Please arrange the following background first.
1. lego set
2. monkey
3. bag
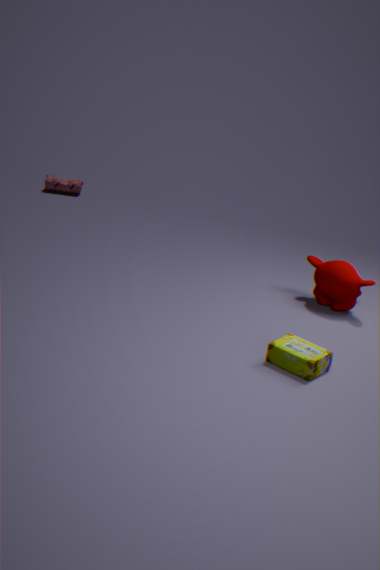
1. bag
2. monkey
3. lego set
